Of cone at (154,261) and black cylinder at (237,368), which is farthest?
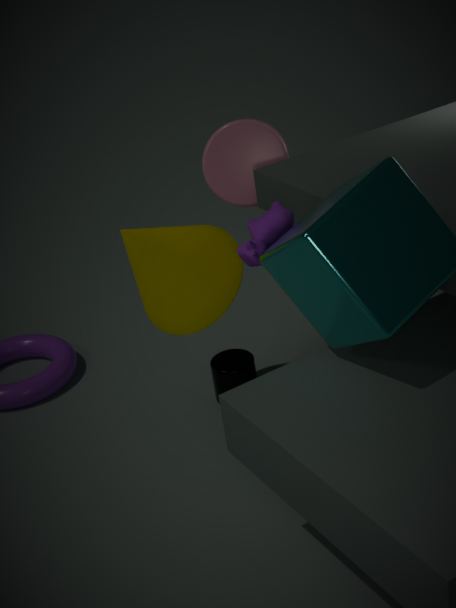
black cylinder at (237,368)
